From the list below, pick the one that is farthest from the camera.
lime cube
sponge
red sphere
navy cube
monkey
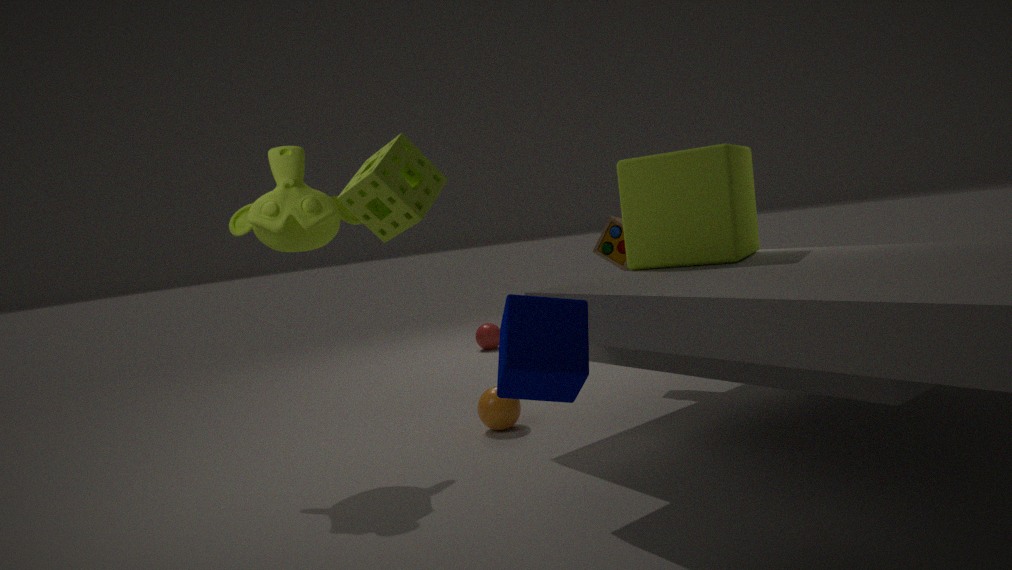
red sphere
